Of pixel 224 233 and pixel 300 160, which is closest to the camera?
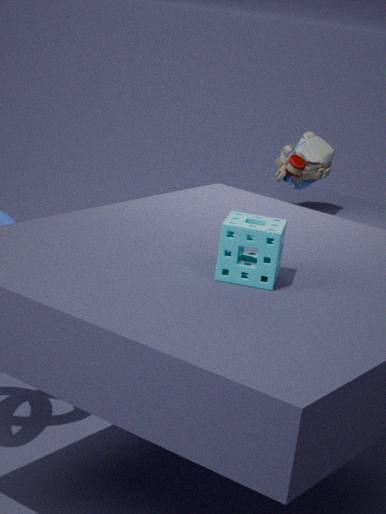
pixel 224 233
